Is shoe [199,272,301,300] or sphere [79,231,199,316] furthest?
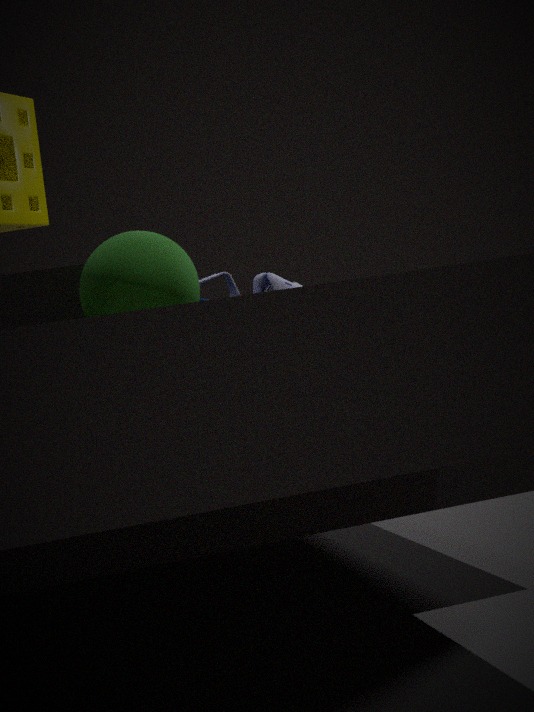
shoe [199,272,301,300]
